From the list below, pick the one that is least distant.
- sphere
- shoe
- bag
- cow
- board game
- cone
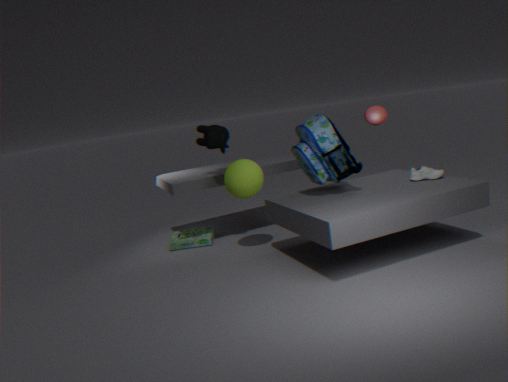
bag
